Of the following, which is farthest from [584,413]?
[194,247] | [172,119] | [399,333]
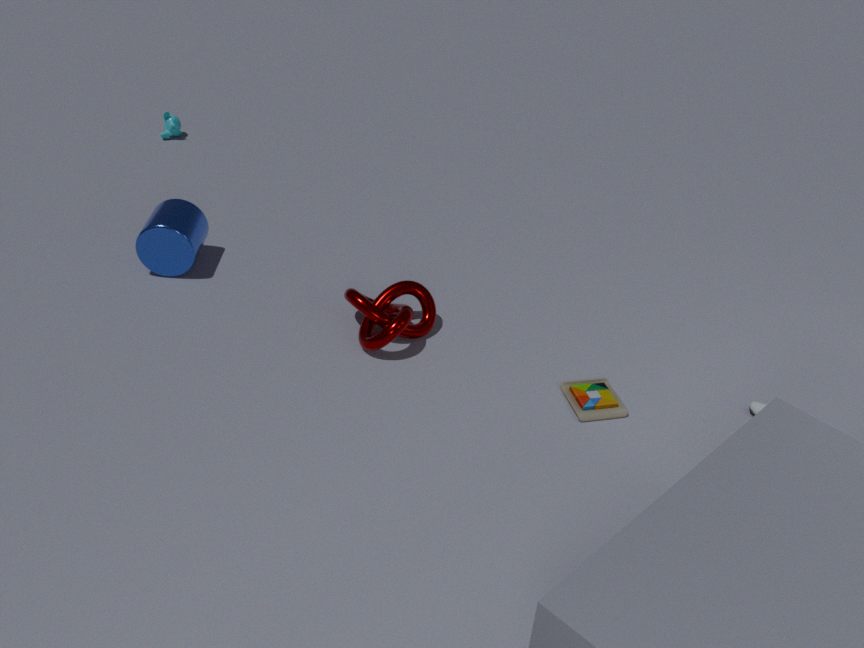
[172,119]
